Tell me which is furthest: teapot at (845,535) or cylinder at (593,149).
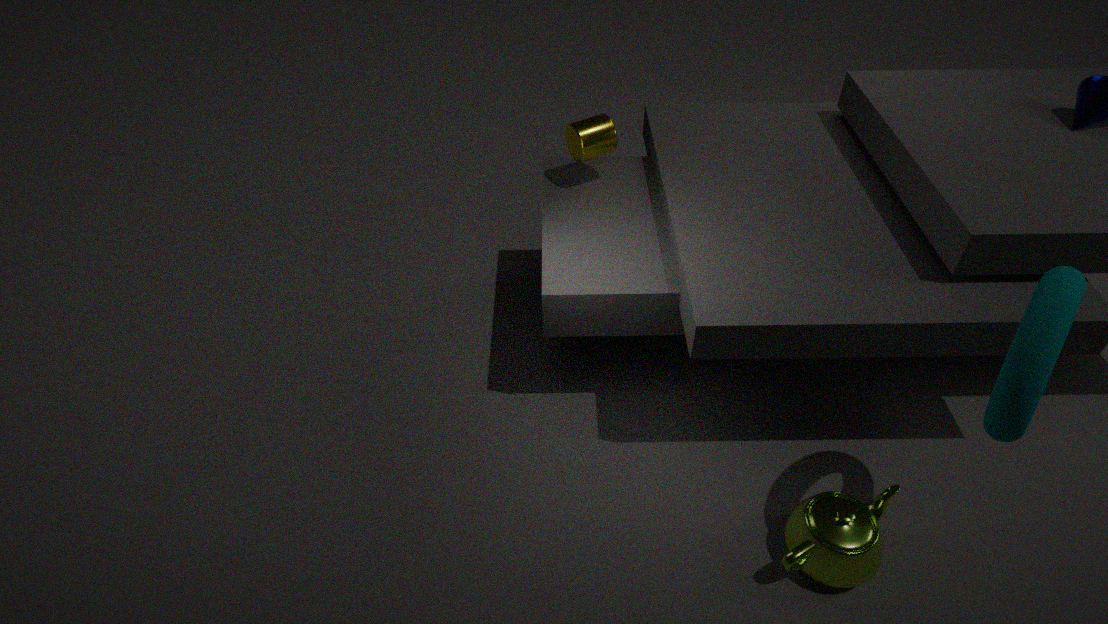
cylinder at (593,149)
